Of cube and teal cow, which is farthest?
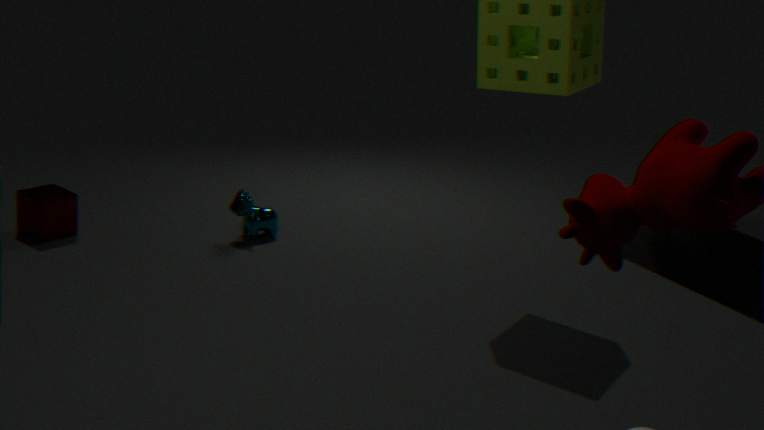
teal cow
